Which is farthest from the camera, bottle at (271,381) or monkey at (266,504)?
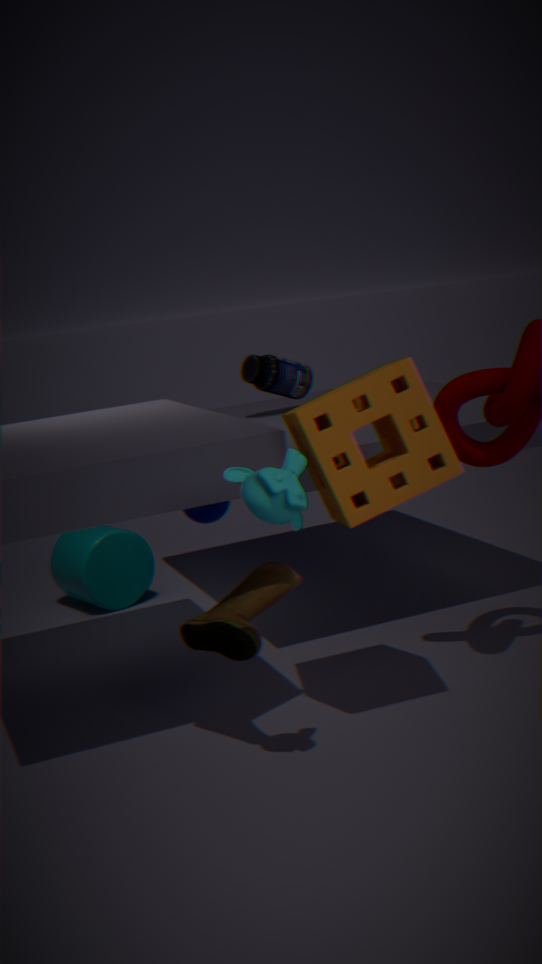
bottle at (271,381)
